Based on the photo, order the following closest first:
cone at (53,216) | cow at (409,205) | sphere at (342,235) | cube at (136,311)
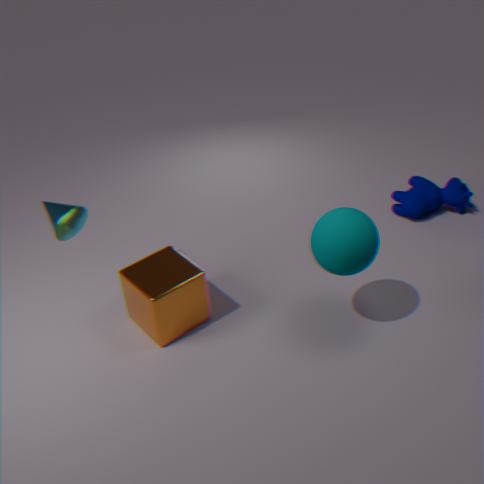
sphere at (342,235) < cone at (53,216) < cube at (136,311) < cow at (409,205)
